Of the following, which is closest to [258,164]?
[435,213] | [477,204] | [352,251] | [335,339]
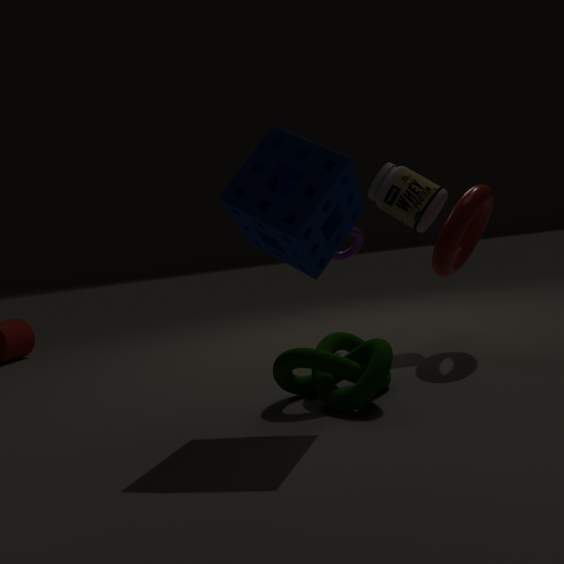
[335,339]
